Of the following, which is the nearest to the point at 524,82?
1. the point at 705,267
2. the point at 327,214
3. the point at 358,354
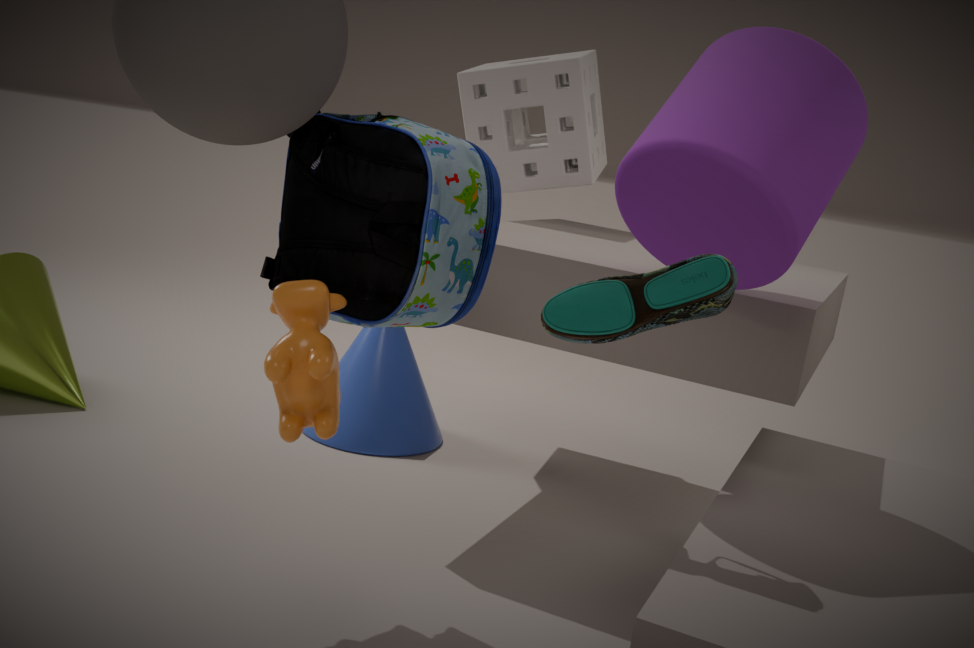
the point at 358,354
